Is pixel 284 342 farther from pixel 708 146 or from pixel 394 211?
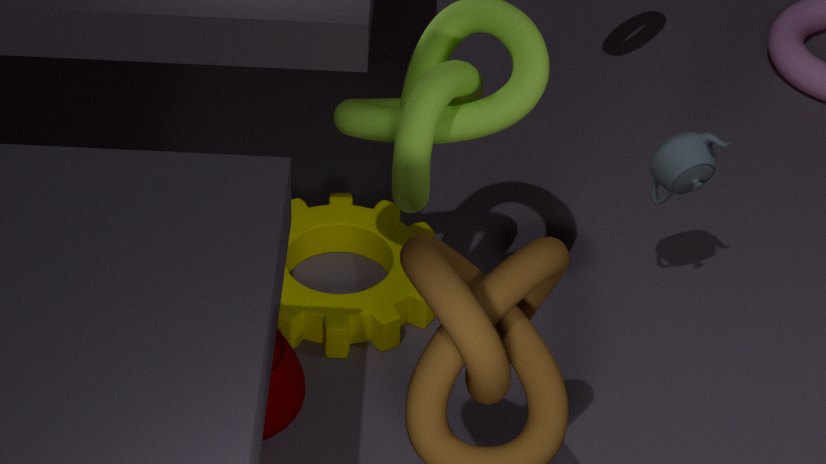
pixel 708 146
